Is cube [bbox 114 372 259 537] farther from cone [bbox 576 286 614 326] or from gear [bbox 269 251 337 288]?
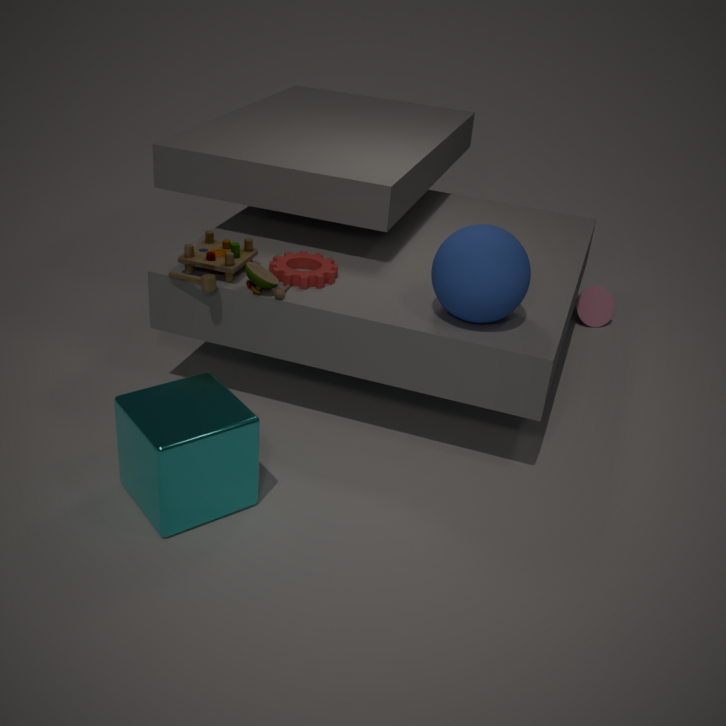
cone [bbox 576 286 614 326]
